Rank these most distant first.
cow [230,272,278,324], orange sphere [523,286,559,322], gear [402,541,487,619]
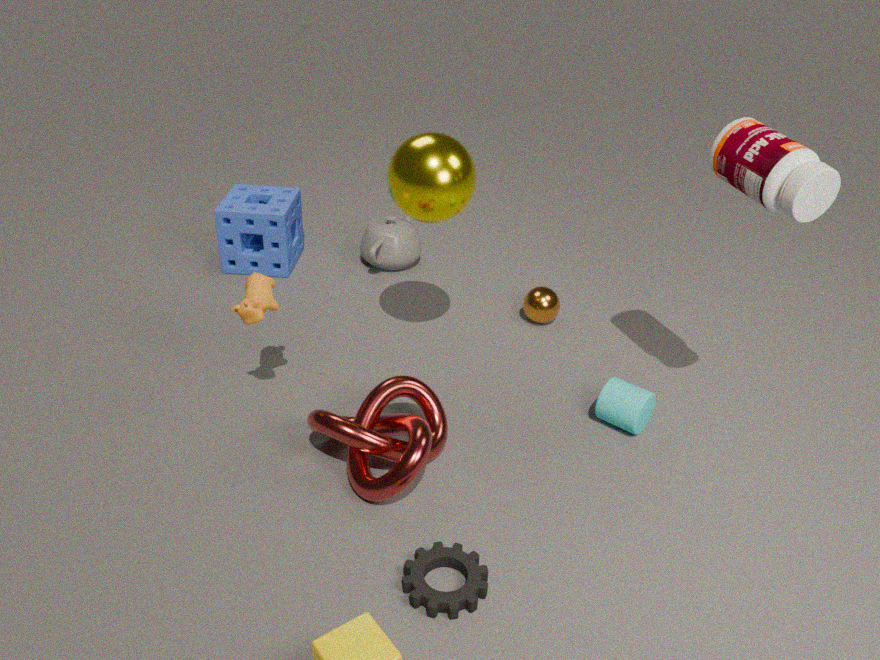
1. orange sphere [523,286,559,322]
2. cow [230,272,278,324]
3. gear [402,541,487,619]
